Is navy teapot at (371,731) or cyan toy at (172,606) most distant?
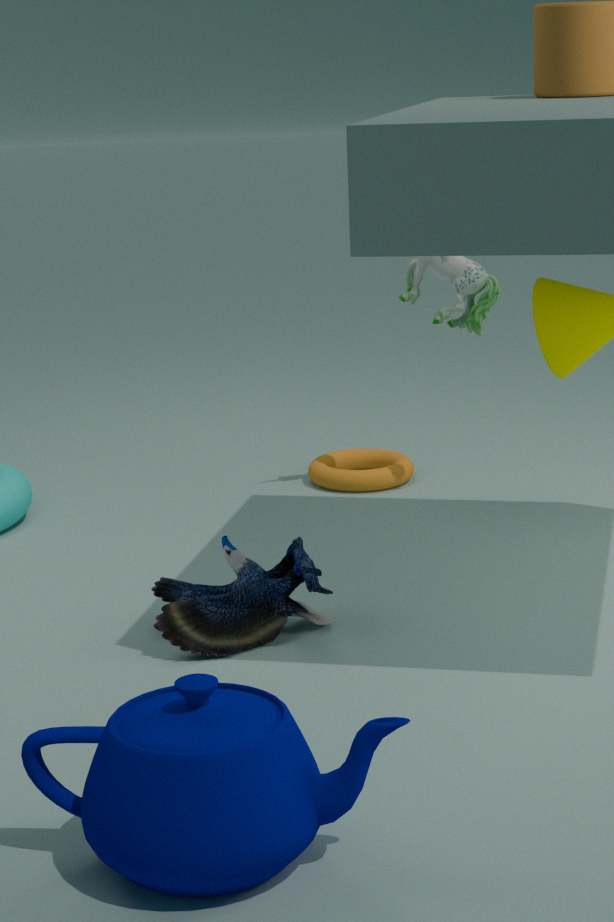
cyan toy at (172,606)
